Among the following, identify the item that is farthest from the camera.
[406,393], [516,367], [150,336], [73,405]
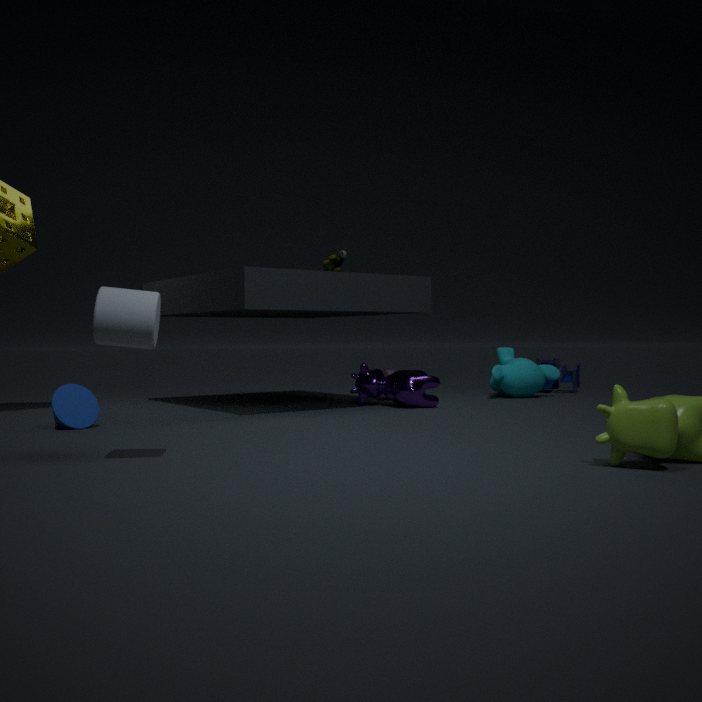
[516,367]
